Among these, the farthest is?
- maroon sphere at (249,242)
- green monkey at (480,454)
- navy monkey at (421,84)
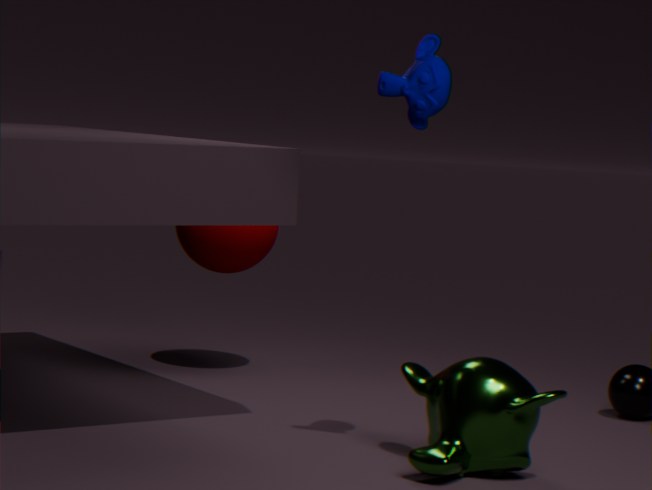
maroon sphere at (249,242)
